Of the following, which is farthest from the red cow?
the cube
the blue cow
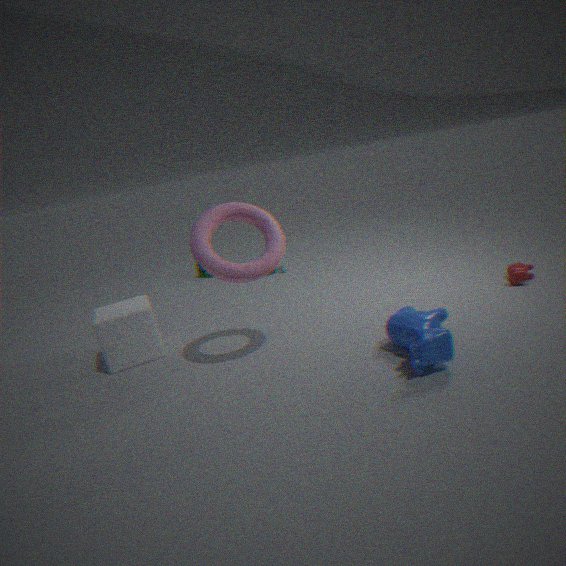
the cube
